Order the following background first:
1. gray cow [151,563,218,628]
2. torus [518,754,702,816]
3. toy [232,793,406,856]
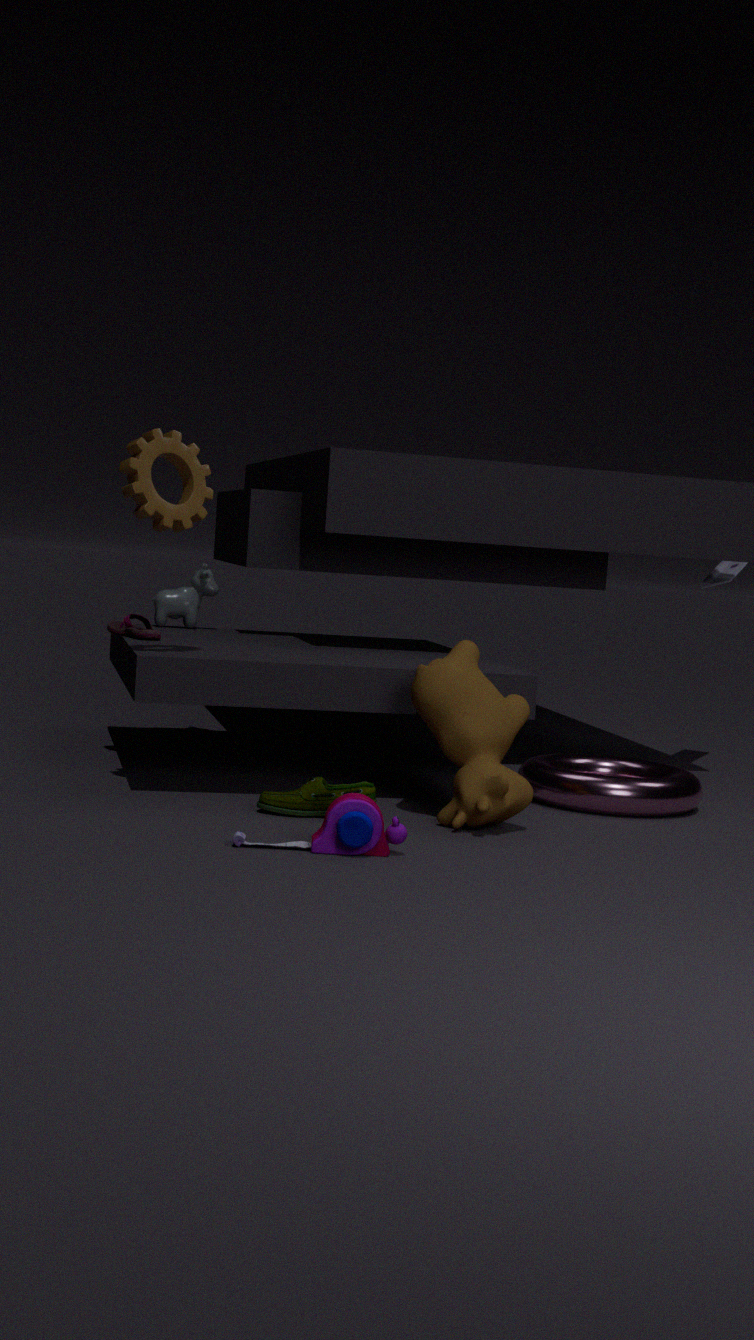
gray cow [151,563,218,628]
torus [518,754,702,816]
toy [232,793,406,856]
